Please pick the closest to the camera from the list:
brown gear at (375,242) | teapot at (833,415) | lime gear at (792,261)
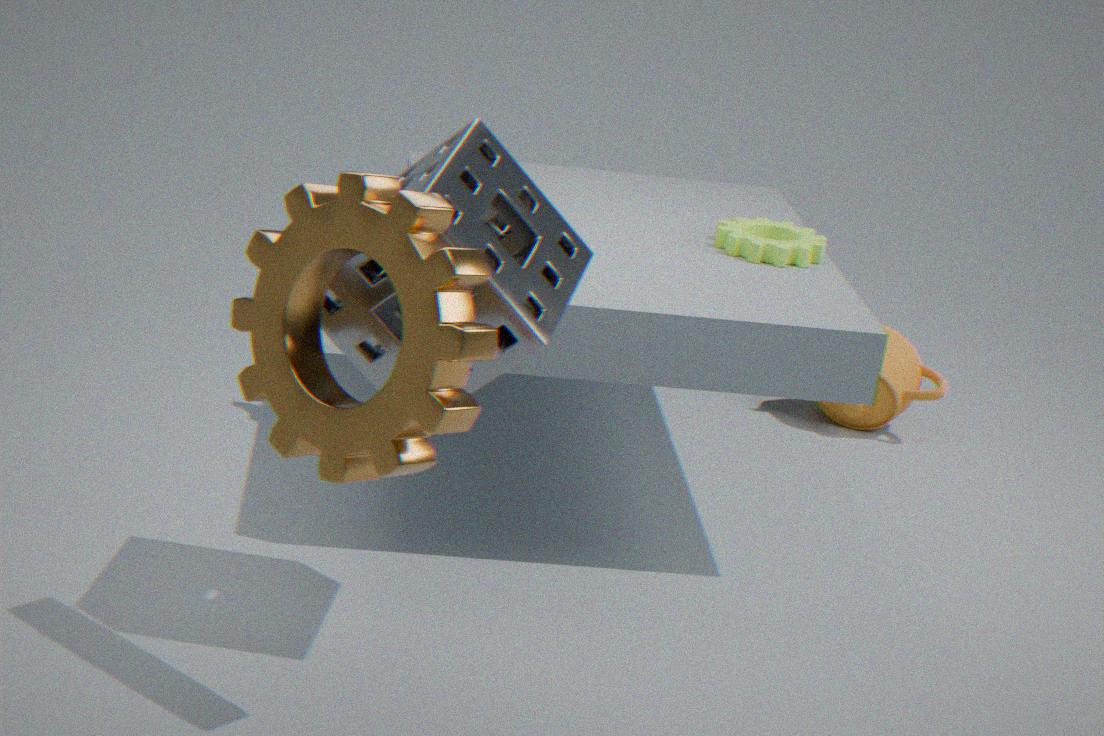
brown gear at (375,242)
